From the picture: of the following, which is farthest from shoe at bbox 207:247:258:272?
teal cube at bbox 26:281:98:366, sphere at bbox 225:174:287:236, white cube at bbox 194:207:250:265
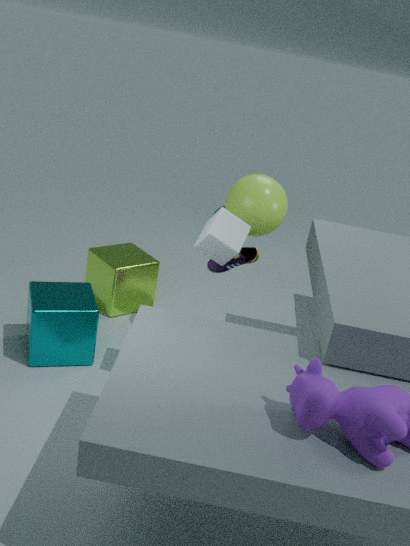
teal cube at bbox 26:281:98:366
